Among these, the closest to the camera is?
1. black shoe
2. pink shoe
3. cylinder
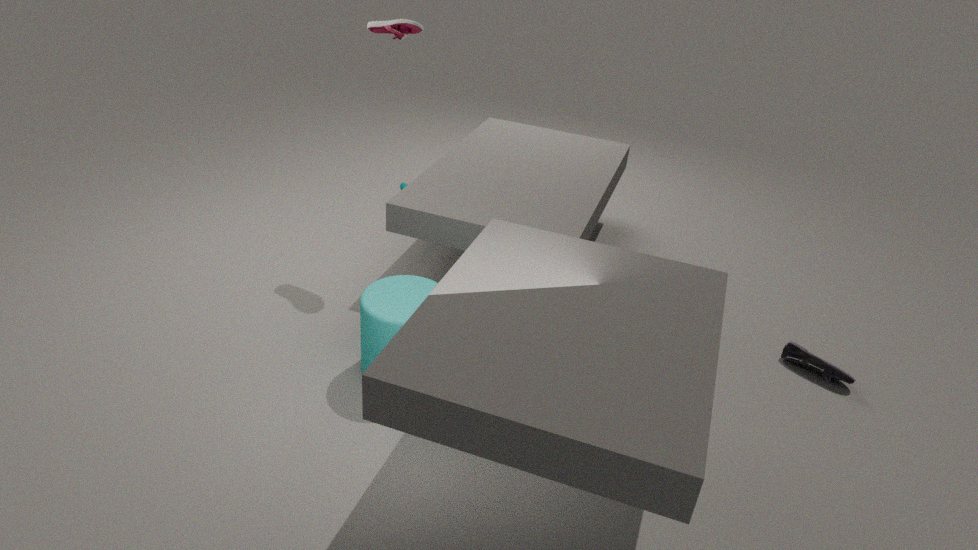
cylinder
